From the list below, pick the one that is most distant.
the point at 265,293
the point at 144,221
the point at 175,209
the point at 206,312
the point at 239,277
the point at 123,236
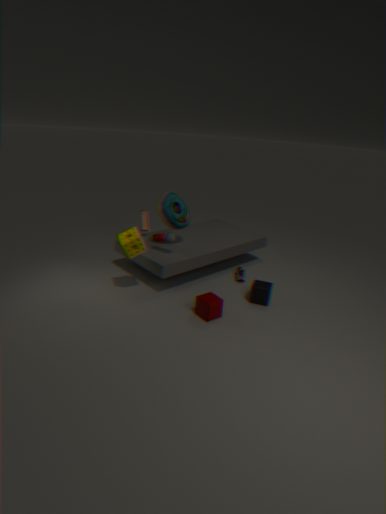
the point at 144,221
